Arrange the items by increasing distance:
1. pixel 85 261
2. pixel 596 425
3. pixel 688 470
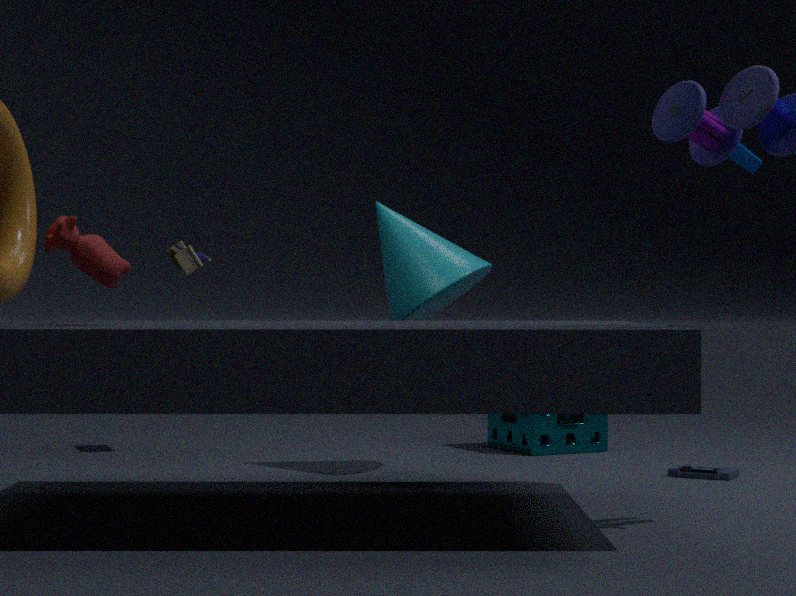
1. pixel 85 261
2. pixel 688 470
3. pixel 596 425
